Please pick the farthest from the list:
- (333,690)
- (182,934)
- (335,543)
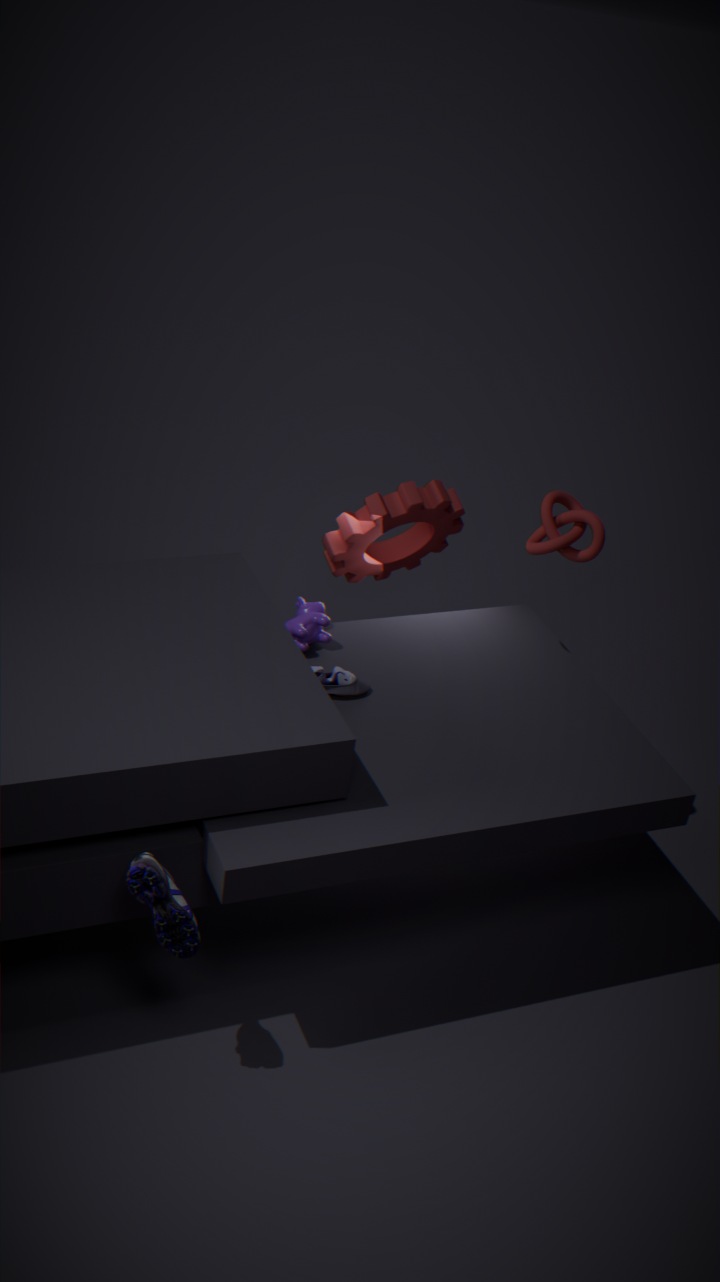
(335,543)
